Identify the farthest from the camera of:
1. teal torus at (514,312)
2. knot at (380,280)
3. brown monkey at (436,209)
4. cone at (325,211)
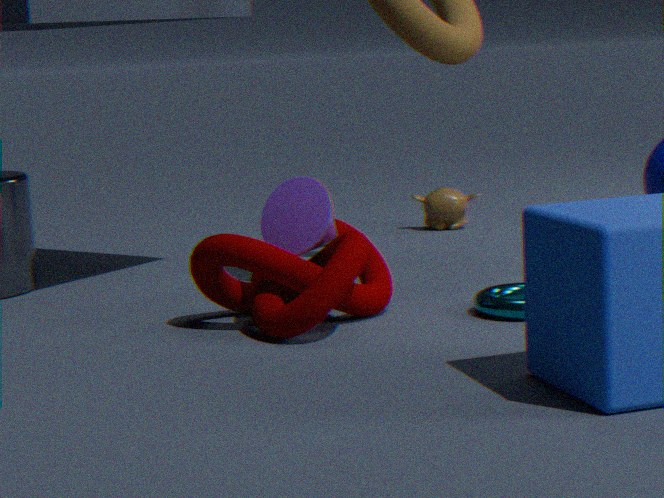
brown monkey at (436,209)
